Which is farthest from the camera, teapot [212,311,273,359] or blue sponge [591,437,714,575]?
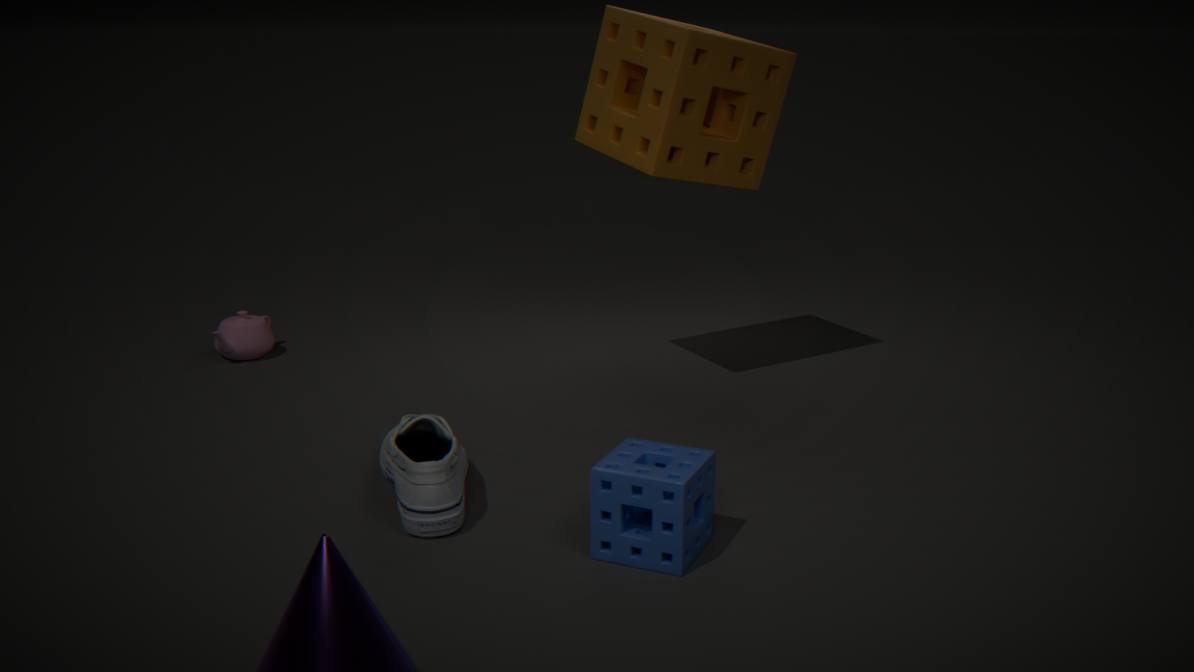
teapot [212,311,273,359]
